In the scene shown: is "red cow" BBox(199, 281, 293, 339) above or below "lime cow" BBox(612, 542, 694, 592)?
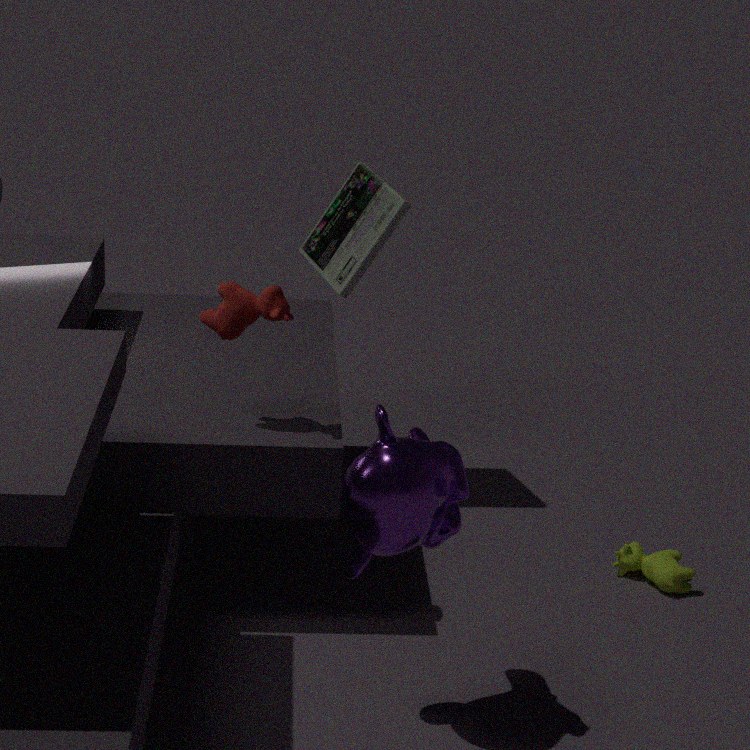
above
